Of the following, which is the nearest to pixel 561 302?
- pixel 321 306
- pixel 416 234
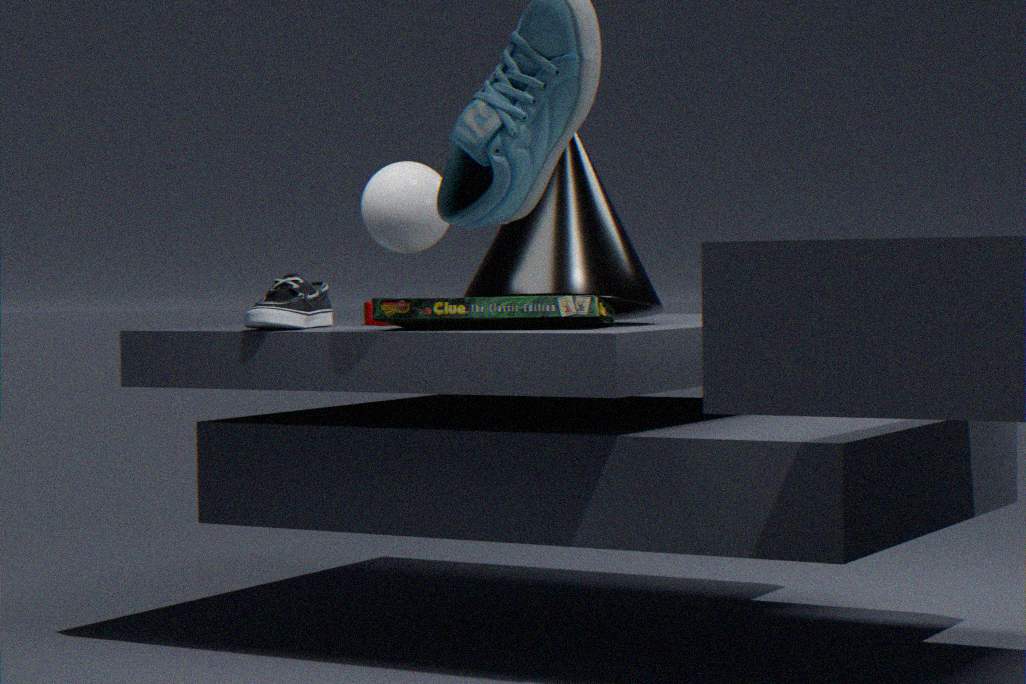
pixel 416 234
